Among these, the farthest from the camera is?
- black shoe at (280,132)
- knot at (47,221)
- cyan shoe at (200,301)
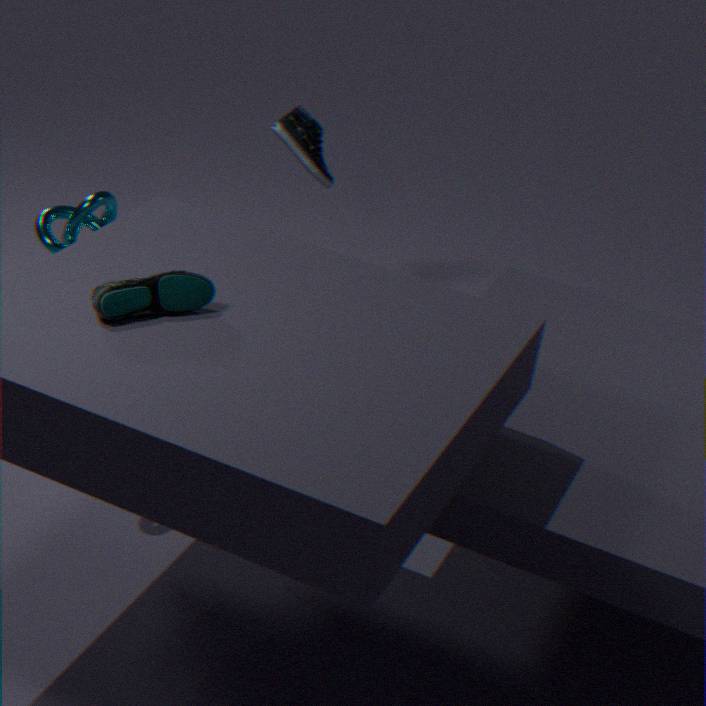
black shoe at (280,132)
